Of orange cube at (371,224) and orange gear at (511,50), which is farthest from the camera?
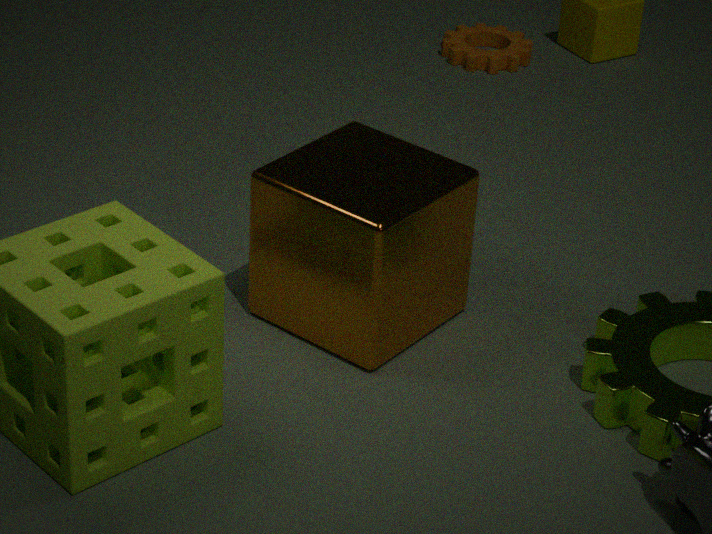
orange gear at (511,50)
